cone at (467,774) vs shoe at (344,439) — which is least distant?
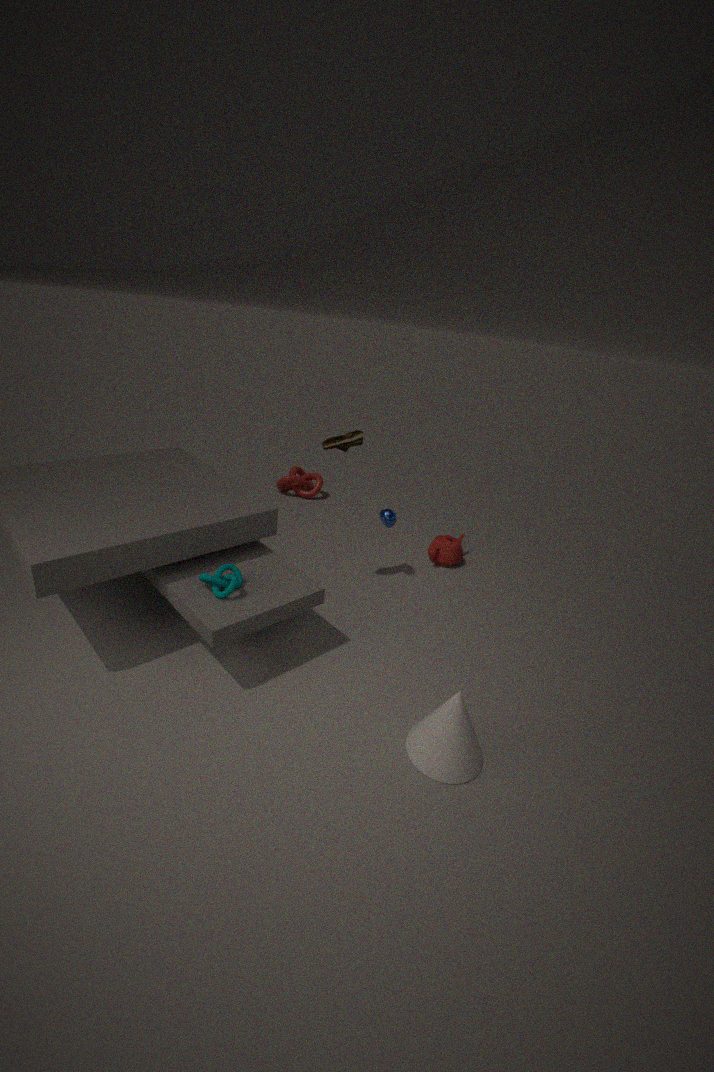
cone at (467,774)
